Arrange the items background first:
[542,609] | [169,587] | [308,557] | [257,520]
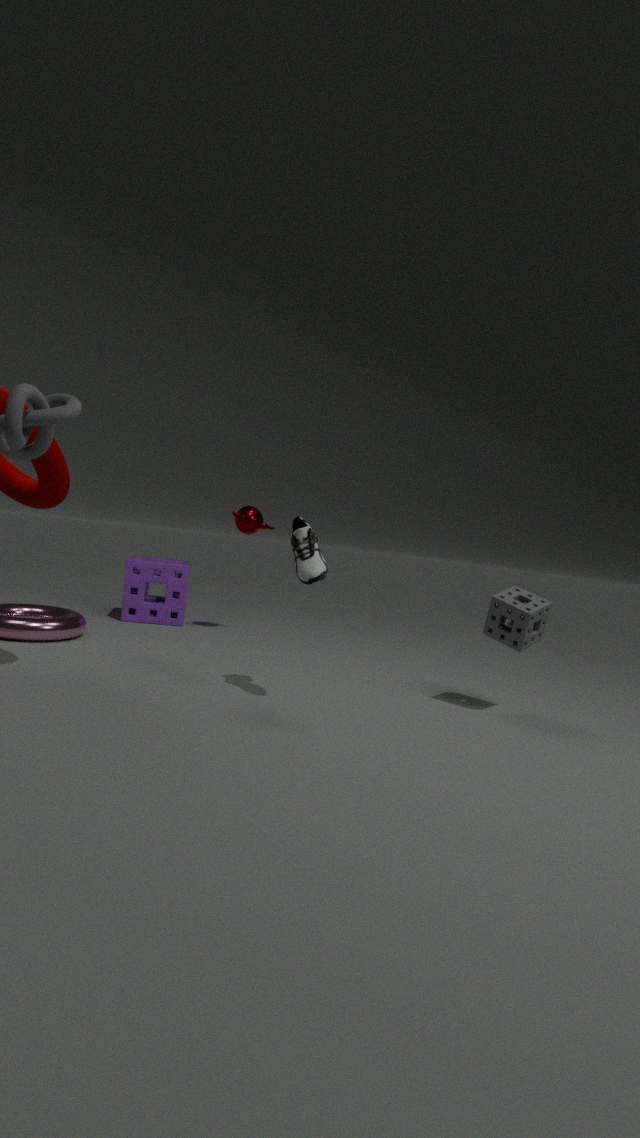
[169,587] → [257,520] → [542,609] → [308,557]
